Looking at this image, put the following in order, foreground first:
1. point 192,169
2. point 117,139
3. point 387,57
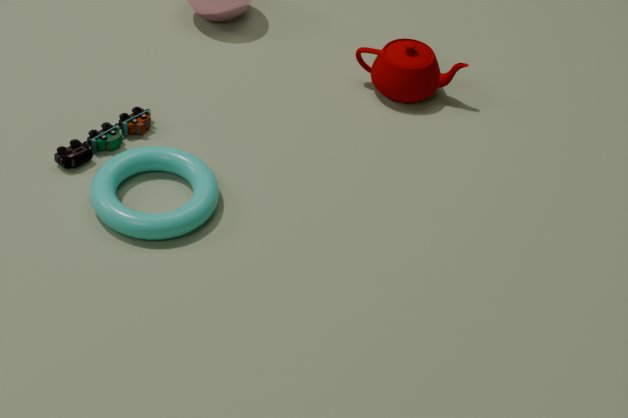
point 192,169, point 117,139, point 387,57
